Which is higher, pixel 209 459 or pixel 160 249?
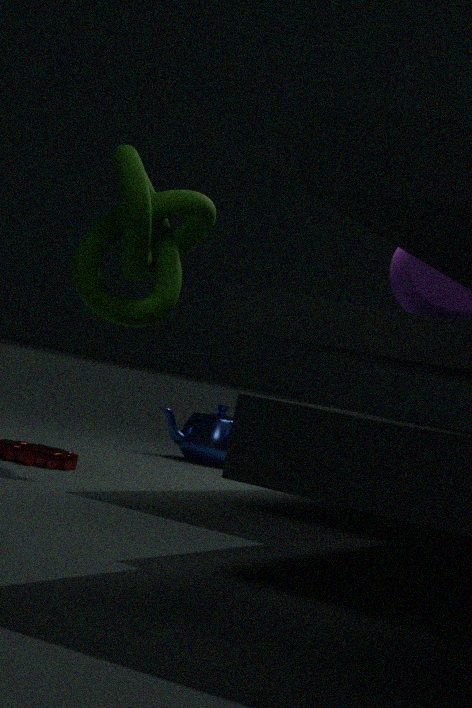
pixel 160 249
